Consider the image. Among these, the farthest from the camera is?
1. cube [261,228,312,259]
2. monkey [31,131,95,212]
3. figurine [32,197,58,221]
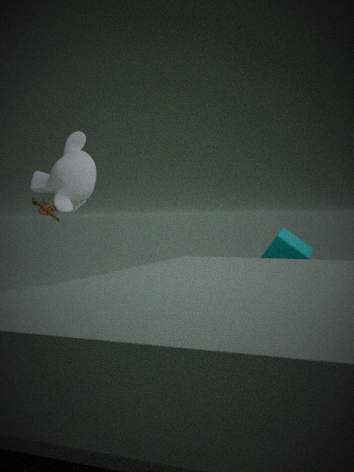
figurine [32,197,58,221]
